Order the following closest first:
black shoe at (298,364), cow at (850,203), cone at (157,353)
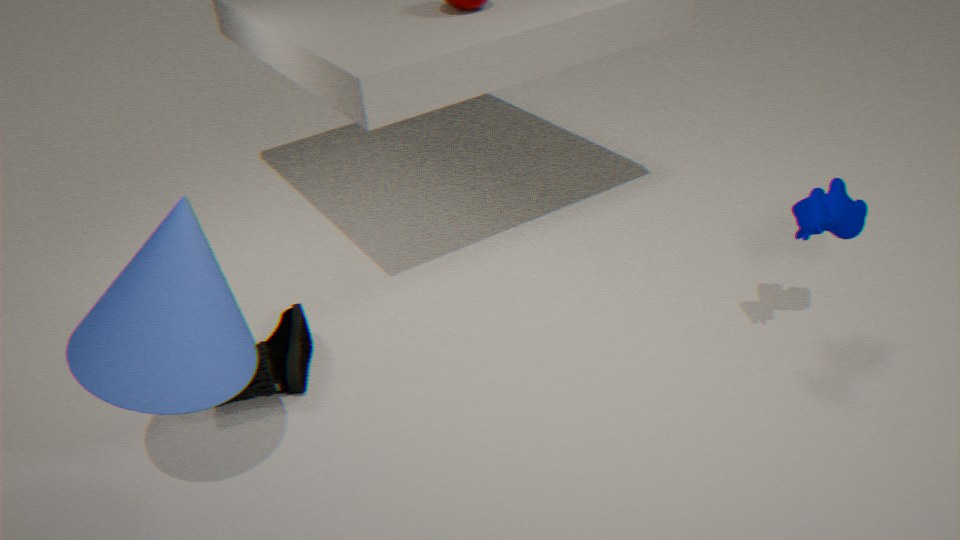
cone at (157,353)
cow at (850,203)
black shoe at (298,364)
